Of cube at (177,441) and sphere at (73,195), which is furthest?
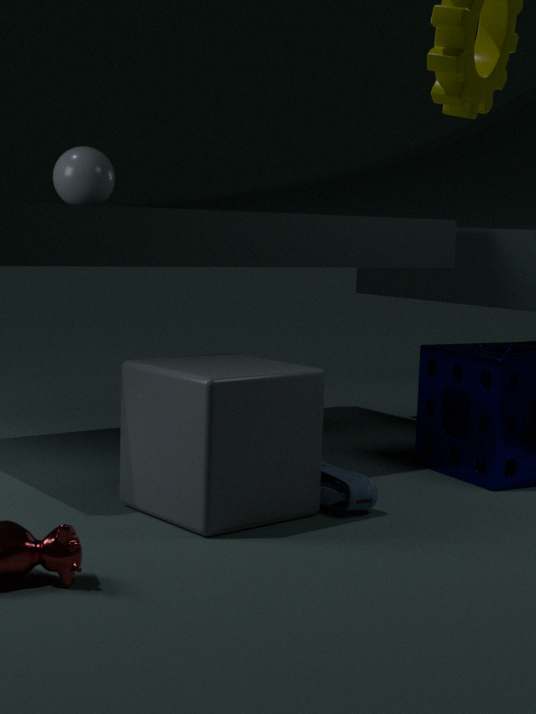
sphere at (73,195)
